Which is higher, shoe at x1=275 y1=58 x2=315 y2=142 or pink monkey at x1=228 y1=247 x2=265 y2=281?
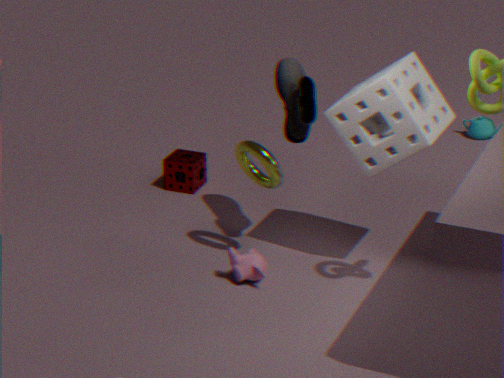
shoe at x1=275 y1=58 x2=315 y2=142
